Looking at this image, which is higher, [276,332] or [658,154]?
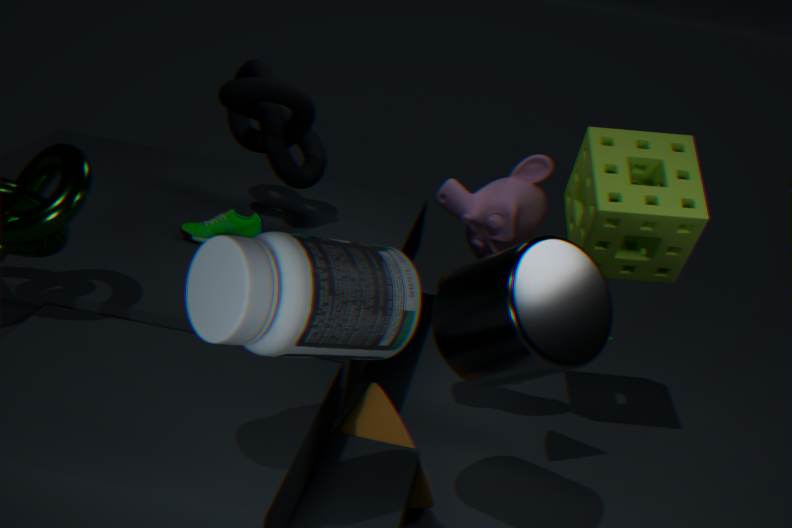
[276,332]
